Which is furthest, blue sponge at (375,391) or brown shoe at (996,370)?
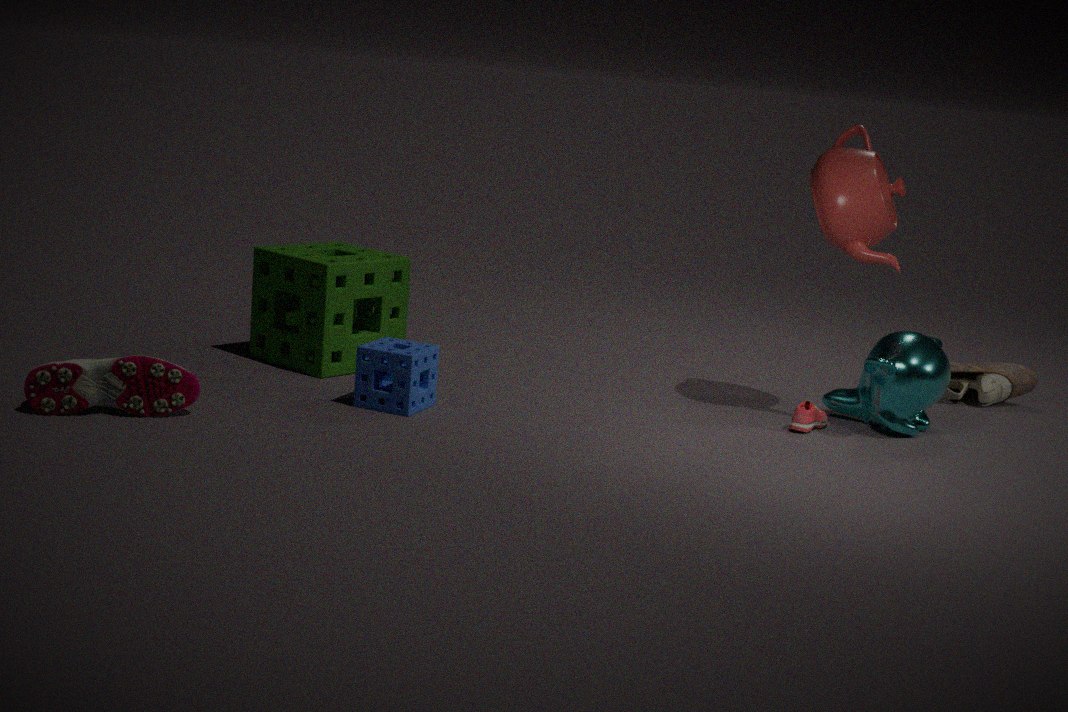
brown shoe at (996,370)
